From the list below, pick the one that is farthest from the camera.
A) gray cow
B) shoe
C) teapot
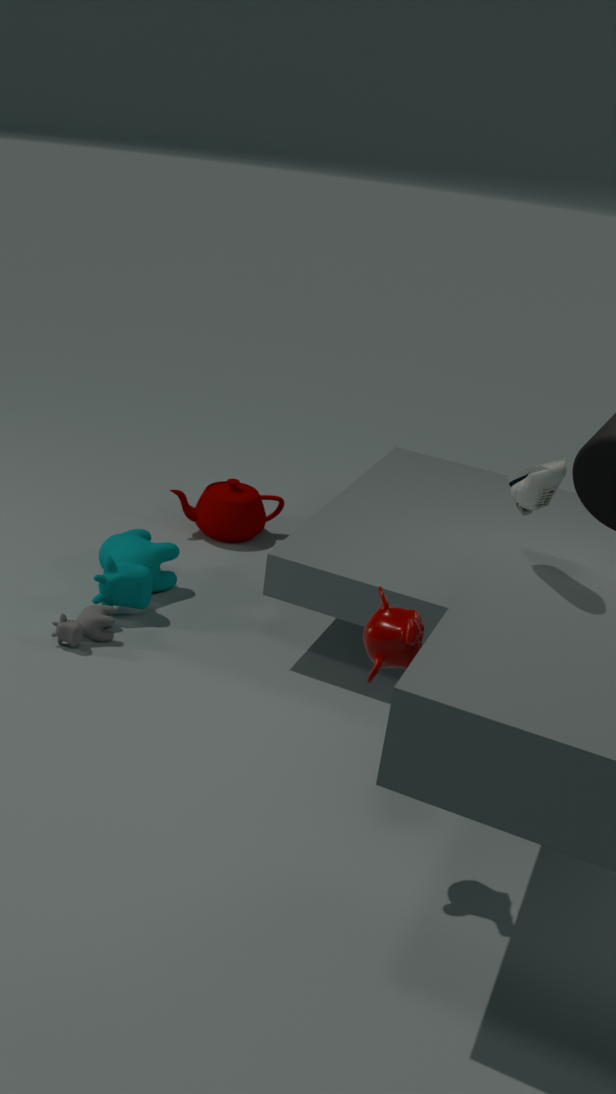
teapot
